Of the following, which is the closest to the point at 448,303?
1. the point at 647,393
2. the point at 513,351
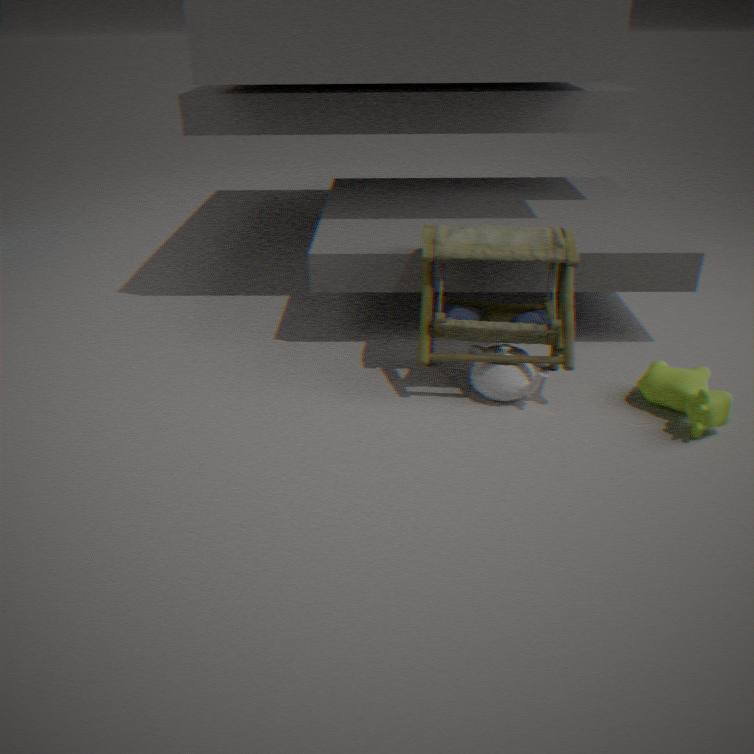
the point at 513,351
